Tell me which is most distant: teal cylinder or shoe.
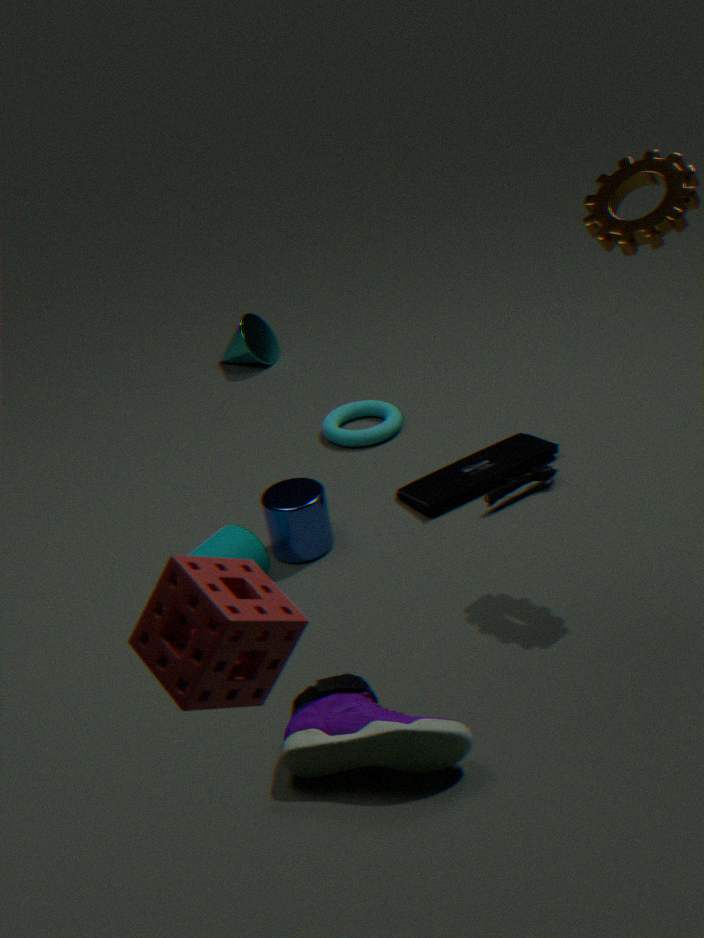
teal cylinder
